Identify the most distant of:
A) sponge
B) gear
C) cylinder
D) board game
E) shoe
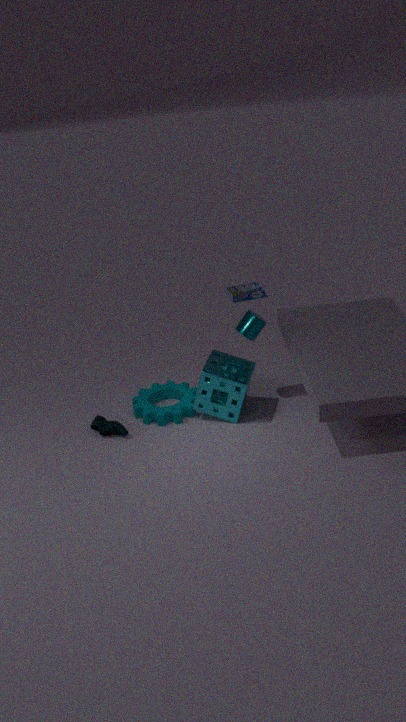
D. board game
